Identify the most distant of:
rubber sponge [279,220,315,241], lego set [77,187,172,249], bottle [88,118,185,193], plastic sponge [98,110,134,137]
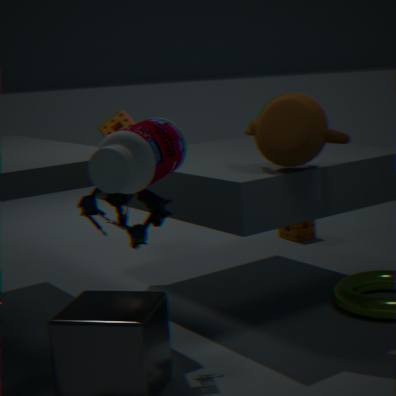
rubber sponge [279,220,315,241]
